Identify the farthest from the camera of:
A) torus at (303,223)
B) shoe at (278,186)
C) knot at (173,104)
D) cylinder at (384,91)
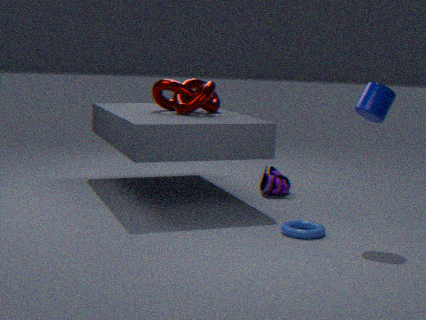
shoe at (278,186)
